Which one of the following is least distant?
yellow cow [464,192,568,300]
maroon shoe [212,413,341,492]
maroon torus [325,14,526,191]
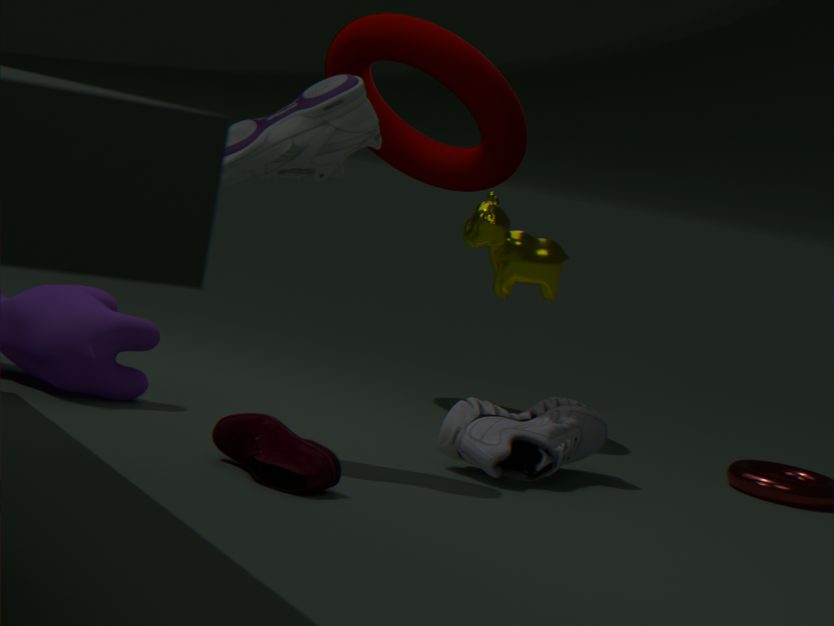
maroon shoe [212,413,341,492]
